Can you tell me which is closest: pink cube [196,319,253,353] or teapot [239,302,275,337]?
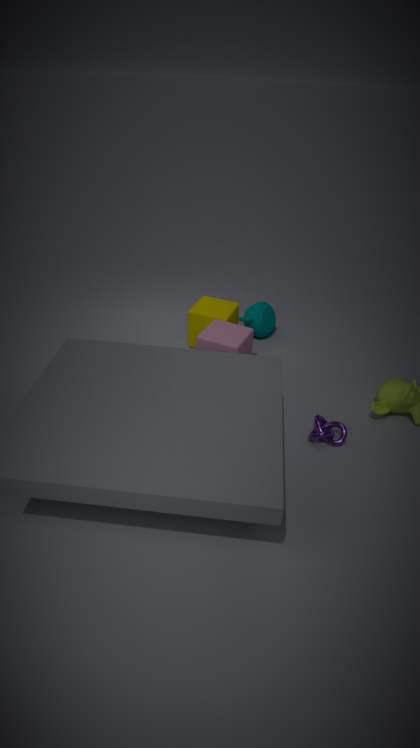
pink cube [196,319,253,353]
